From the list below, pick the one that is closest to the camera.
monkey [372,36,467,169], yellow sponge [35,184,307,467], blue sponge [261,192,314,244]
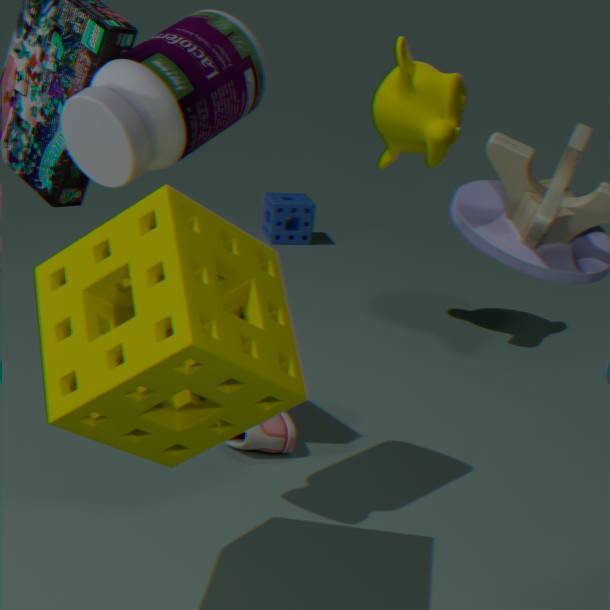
yellow sponge [35,184,307,467]
